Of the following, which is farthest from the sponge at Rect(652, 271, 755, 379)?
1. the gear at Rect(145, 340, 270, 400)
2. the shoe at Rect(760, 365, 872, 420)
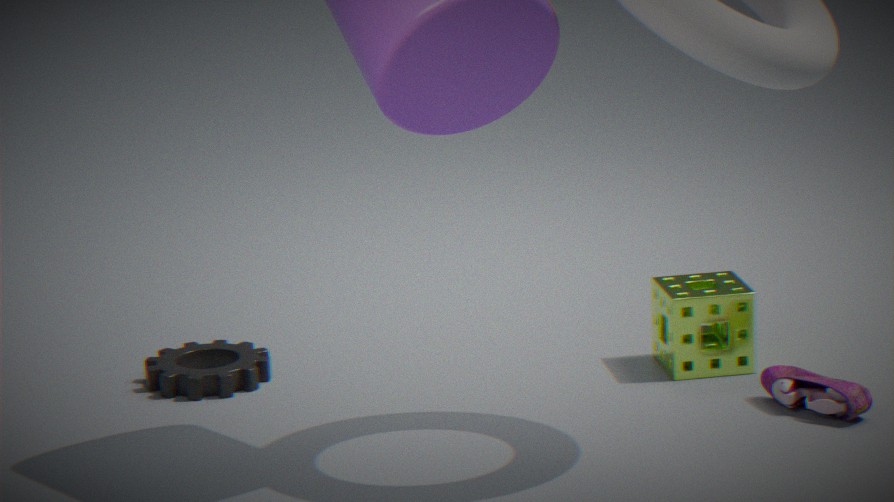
the gear at Rect(145, 340, 270, 400)
